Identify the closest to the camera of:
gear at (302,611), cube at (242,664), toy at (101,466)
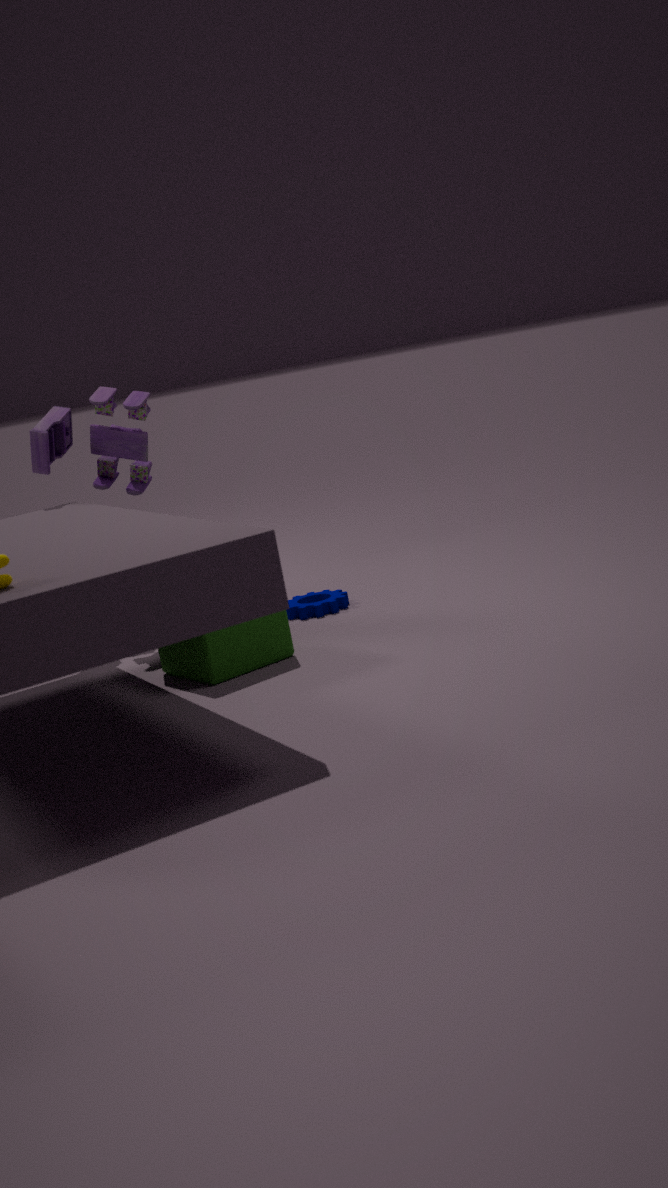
cube at (242,664)
